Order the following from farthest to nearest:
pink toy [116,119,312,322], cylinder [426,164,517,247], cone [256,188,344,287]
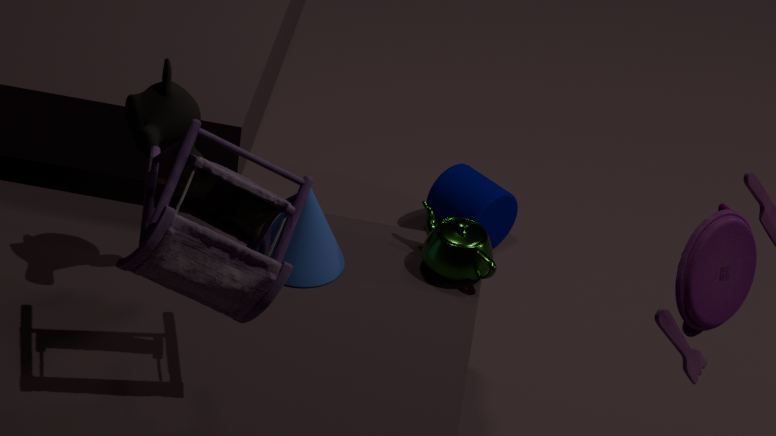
1. cylinder [426,164,517,247]
2. cone [256,188,344,287]
3. pink toy [116,119,312,322]
